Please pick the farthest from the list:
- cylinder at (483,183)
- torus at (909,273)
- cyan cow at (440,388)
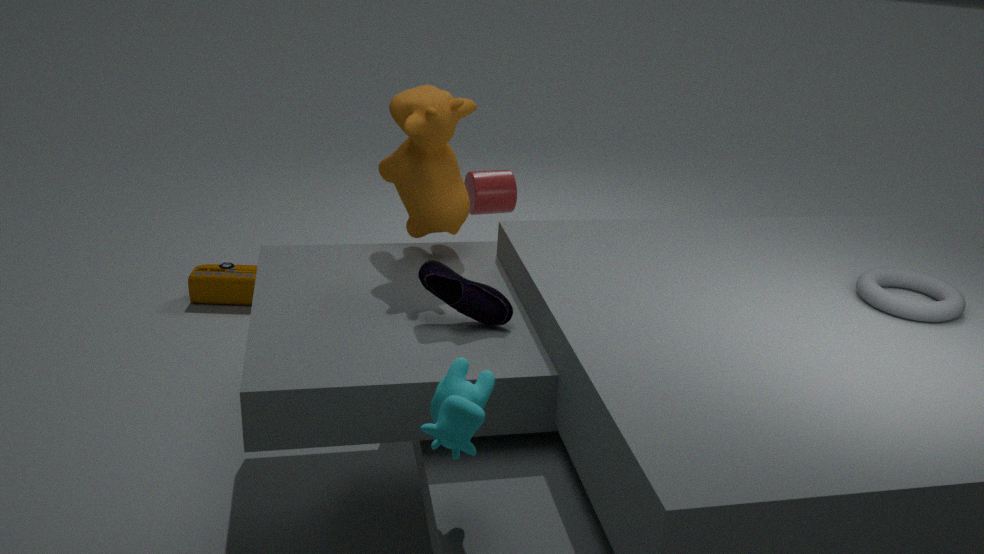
cylinder at (483,183)
